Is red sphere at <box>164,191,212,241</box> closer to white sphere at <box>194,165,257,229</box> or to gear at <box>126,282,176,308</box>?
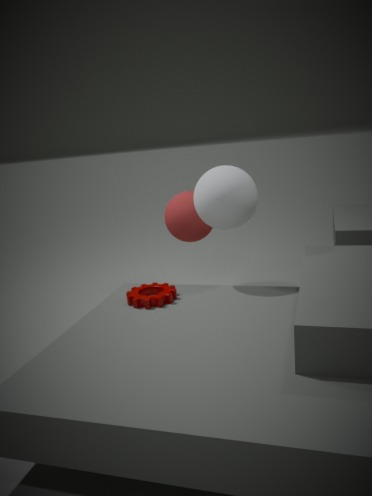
white sphere at <box>194,165,257,229</box>
